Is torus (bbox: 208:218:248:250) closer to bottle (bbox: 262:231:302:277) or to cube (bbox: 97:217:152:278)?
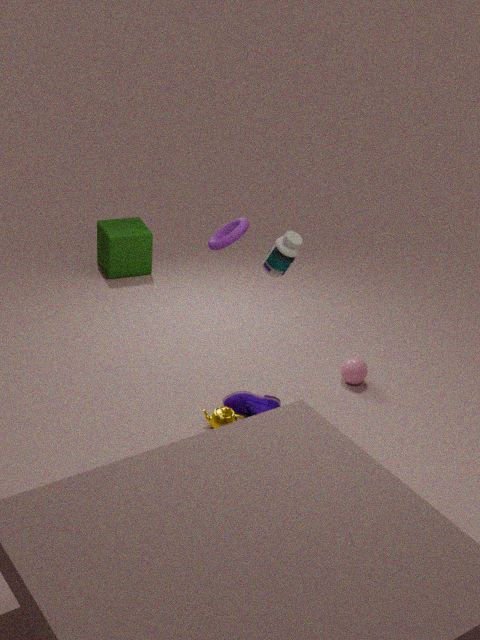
bottle (bbox: 262:231:302:277)
